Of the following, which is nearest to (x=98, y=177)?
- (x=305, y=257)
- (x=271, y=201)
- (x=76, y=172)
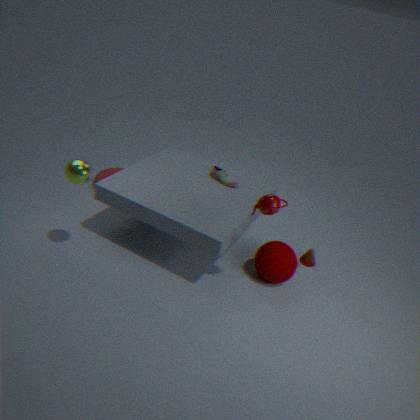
(x=76, y=172)
